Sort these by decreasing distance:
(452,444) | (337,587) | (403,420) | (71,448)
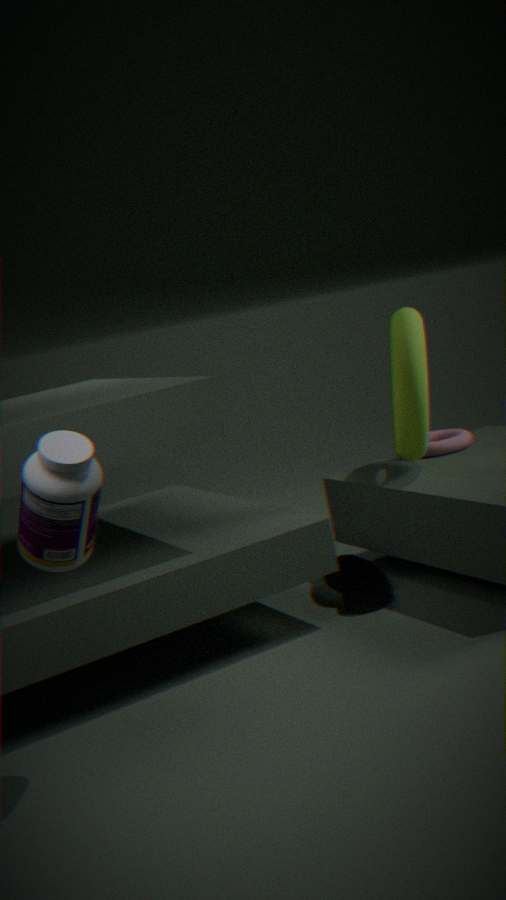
(452,444) → (337,587) → (403,420) → (71,448)
